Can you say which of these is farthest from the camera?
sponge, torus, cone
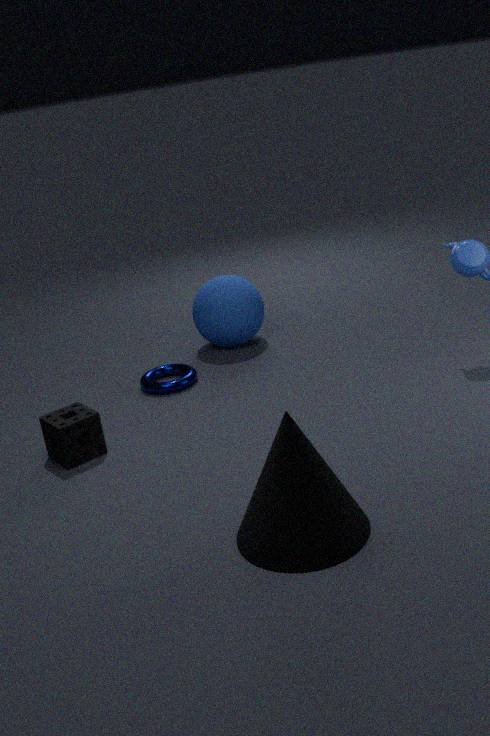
torus
